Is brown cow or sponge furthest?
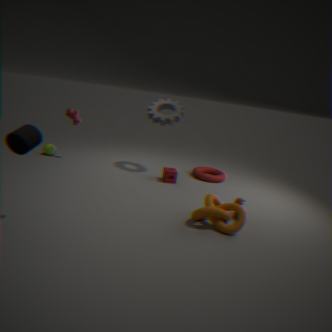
sponge
